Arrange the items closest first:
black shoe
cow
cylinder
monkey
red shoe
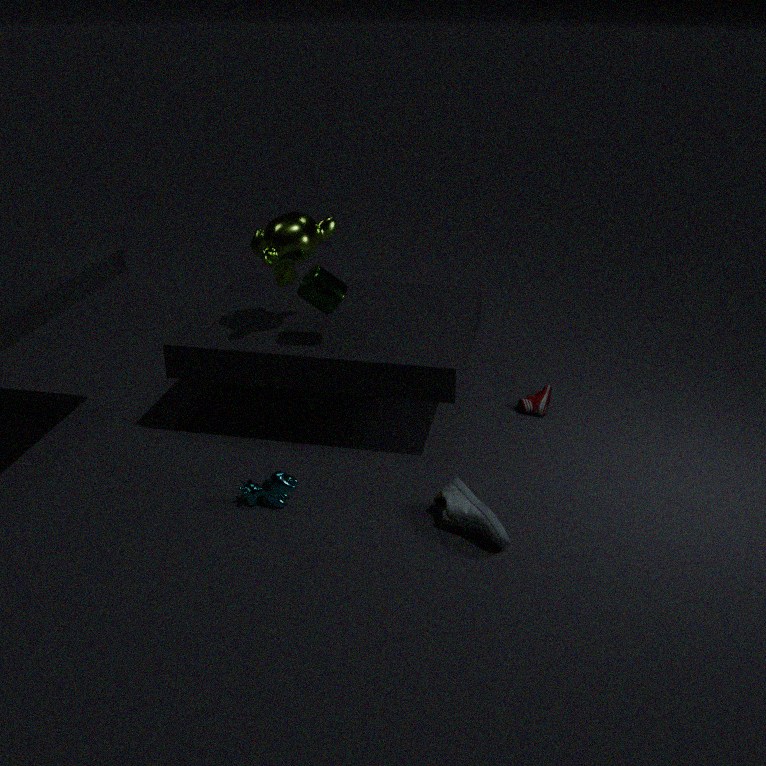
black shoe
cow
cylinder
monkey
red shoe
